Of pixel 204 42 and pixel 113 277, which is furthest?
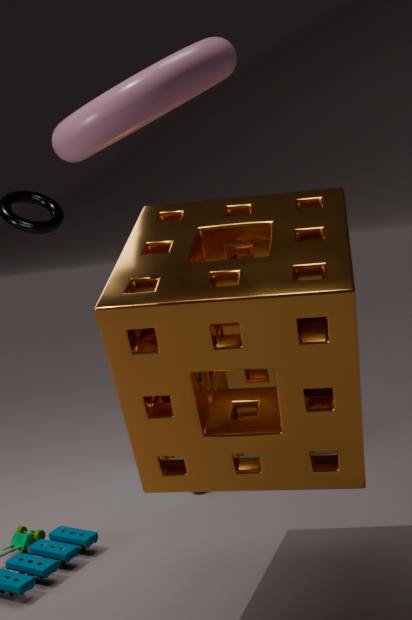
pixel 113 277
